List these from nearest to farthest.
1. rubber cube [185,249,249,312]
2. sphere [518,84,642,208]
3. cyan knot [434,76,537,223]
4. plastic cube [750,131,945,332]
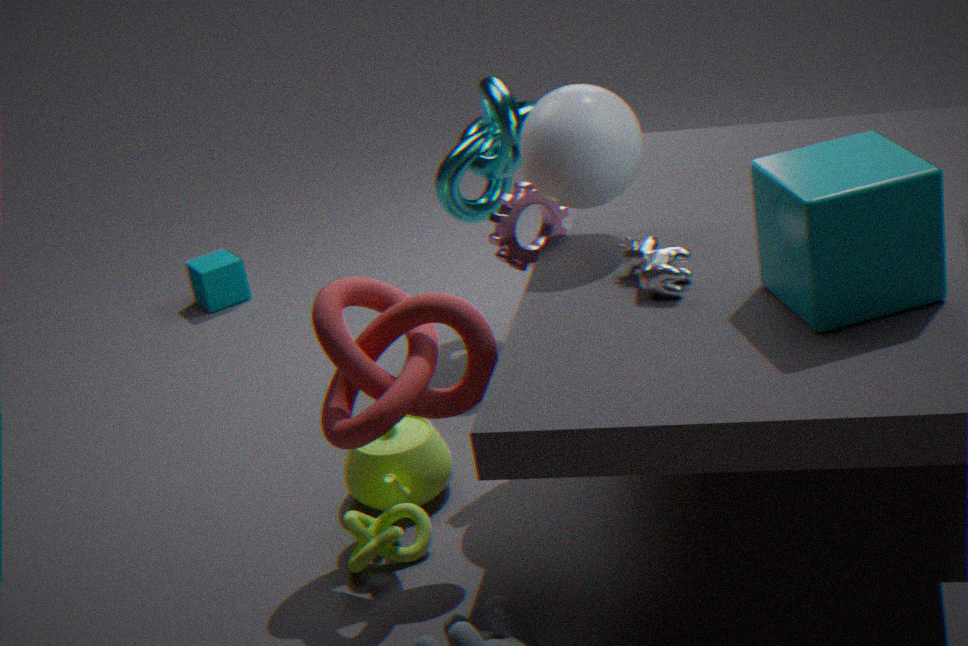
plastic cube [750,131,945,332], sphere [518,84,642,208], cyan knot [434,76,537,223], rubber cube [185,249,249,312]
